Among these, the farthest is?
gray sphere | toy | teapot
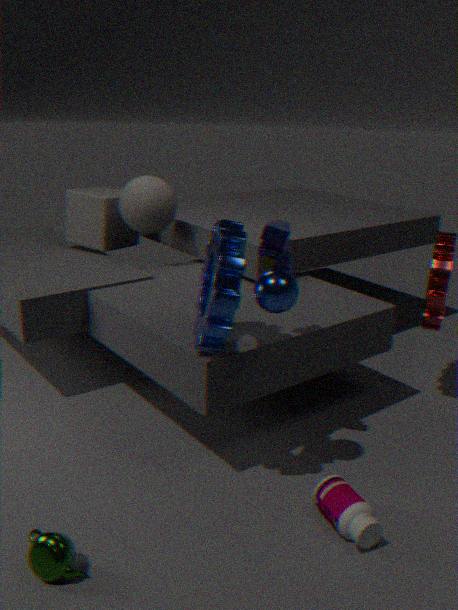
gray sphere
